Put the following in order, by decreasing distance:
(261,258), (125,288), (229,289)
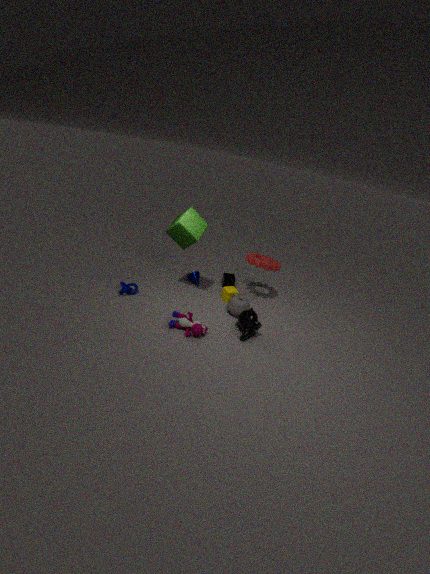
1. (261,258)
2. (229,289)
3. (125,288)
